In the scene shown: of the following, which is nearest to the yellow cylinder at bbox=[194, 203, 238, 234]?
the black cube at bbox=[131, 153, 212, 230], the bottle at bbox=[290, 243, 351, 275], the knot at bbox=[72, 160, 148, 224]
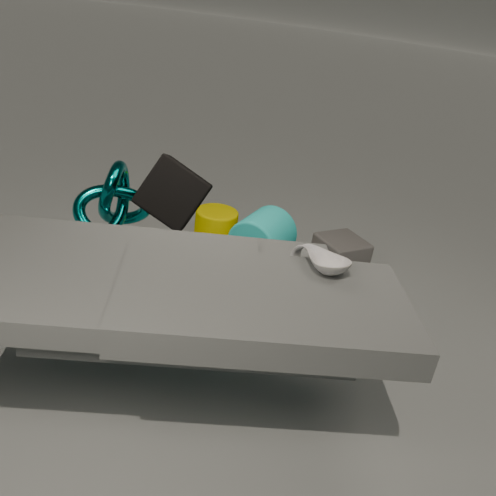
the knot at bbox=[72, 160, 148, 224]
